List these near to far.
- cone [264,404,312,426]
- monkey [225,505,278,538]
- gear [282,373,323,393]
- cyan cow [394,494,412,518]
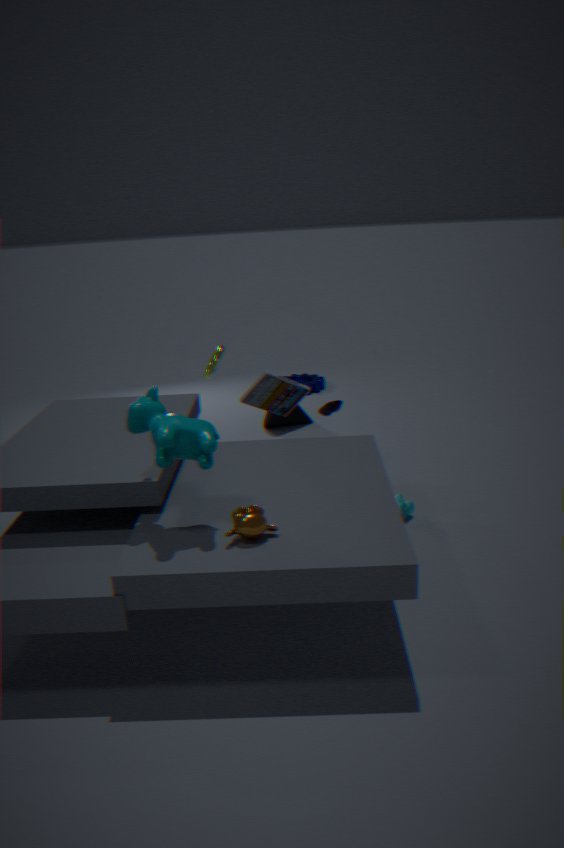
monkey [225,505,278,538]
cyan cow [394,494,412,518]
cone [264,404,312,426]
gear [282,373,323,393]
